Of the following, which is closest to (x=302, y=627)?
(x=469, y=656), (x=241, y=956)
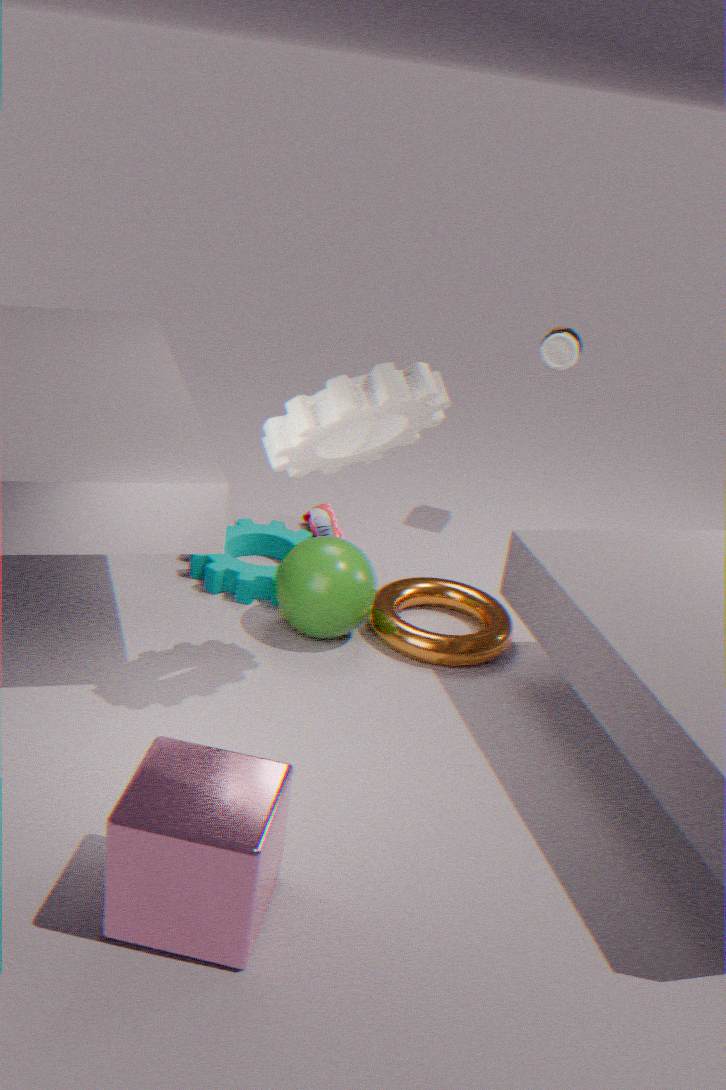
(x=469, y=656)
